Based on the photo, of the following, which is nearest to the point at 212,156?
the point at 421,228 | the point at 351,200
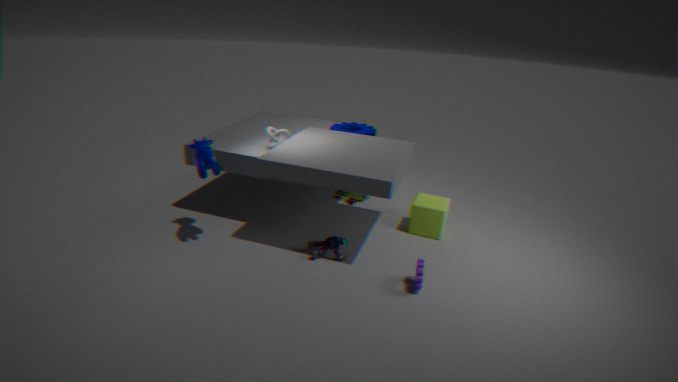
the point at 351,200
